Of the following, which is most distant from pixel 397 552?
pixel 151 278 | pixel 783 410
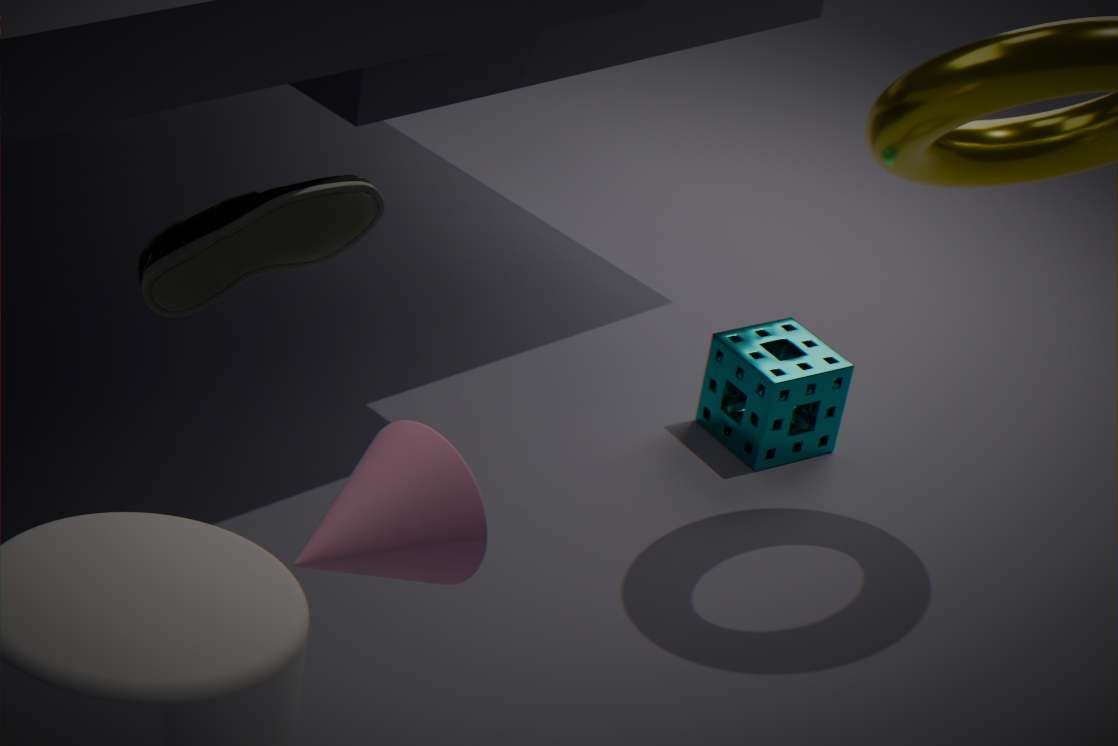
pixel 783 410
